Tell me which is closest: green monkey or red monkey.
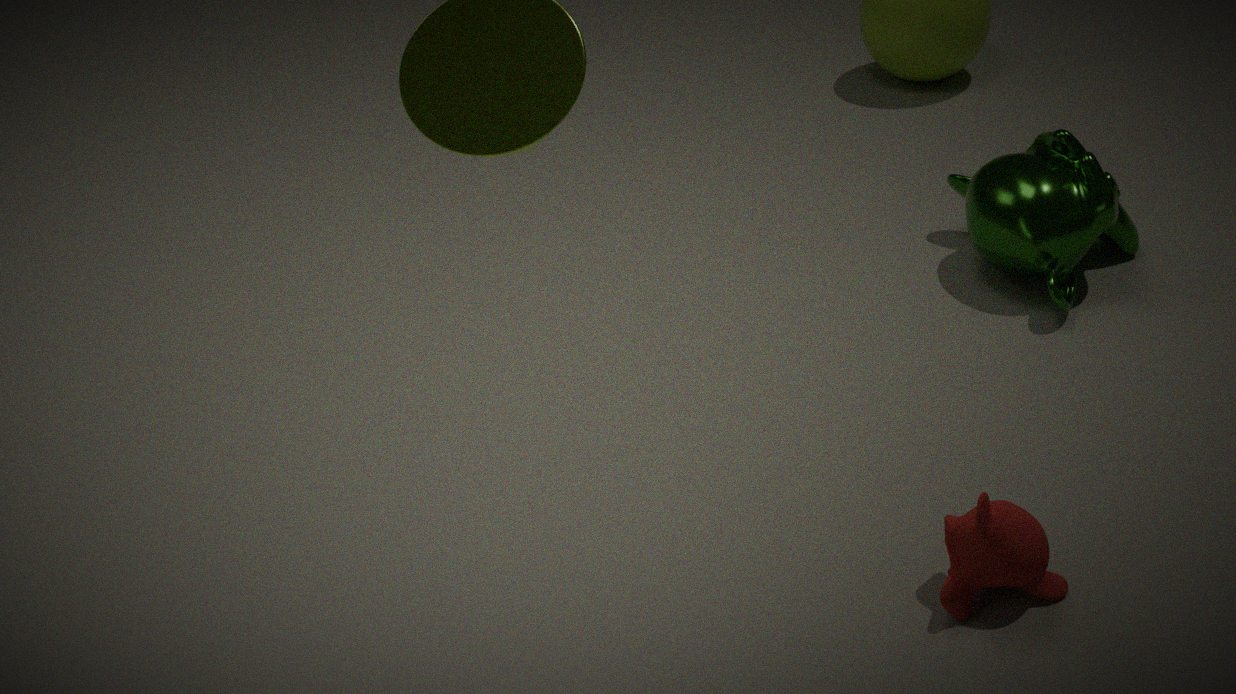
red monkey
